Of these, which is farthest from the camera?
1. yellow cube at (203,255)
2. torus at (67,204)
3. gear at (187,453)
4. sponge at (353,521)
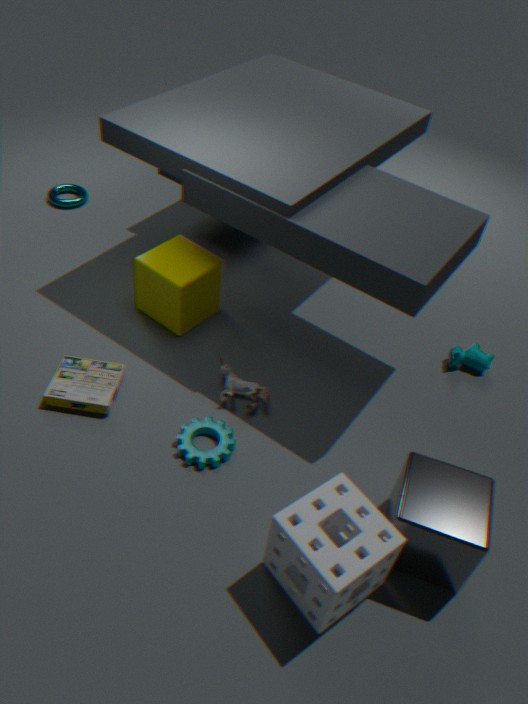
torus at (67,204)
